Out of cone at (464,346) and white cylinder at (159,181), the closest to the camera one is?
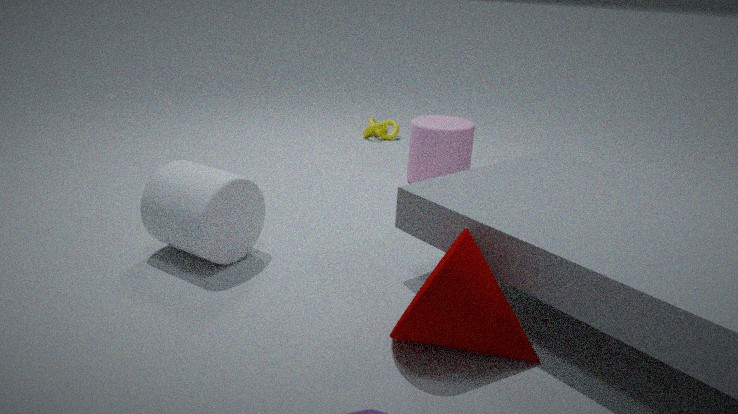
cone at (464,346)
